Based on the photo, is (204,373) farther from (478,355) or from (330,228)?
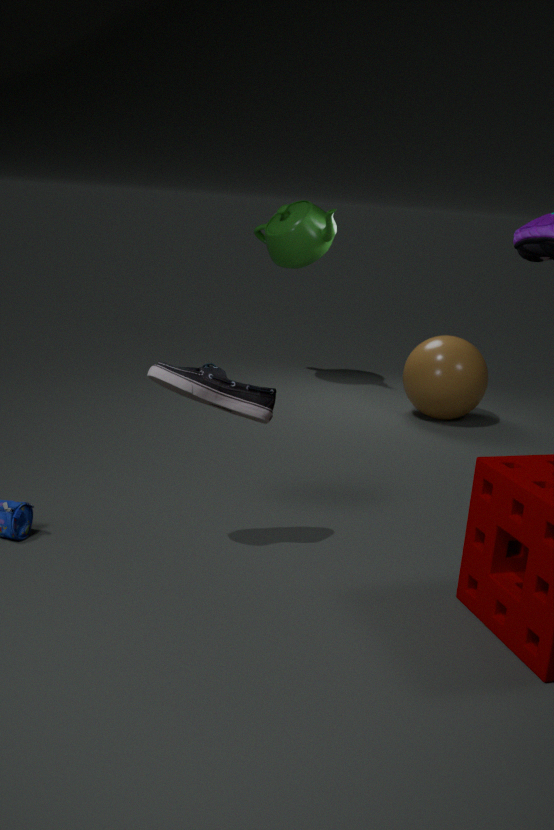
(330,228)
